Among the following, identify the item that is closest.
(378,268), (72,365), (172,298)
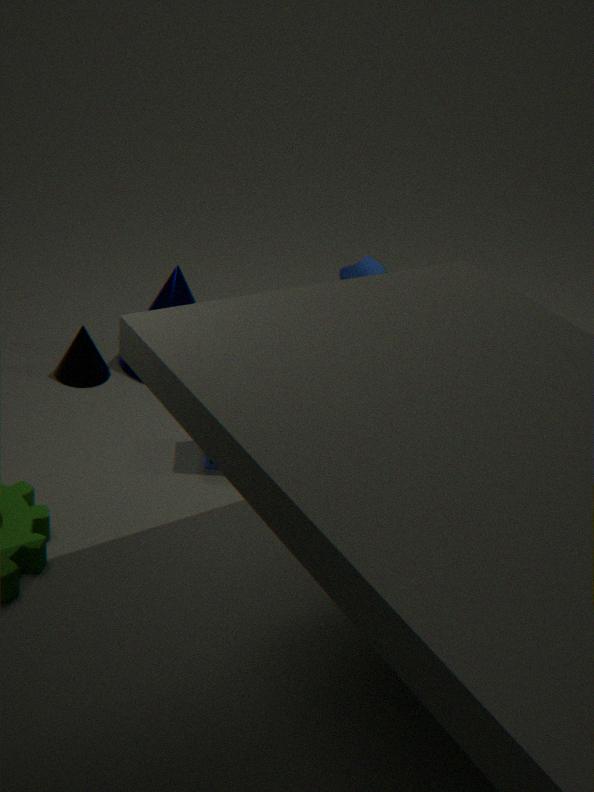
(72,365)
